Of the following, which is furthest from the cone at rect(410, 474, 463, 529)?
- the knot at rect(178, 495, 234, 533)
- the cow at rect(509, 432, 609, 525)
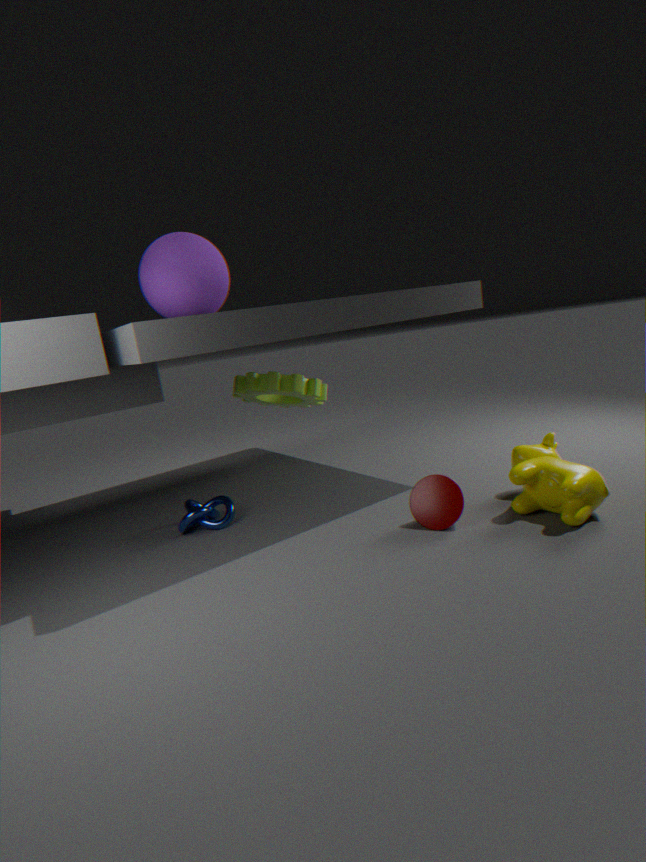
the knot at rect(178, 495, 234, 533)
